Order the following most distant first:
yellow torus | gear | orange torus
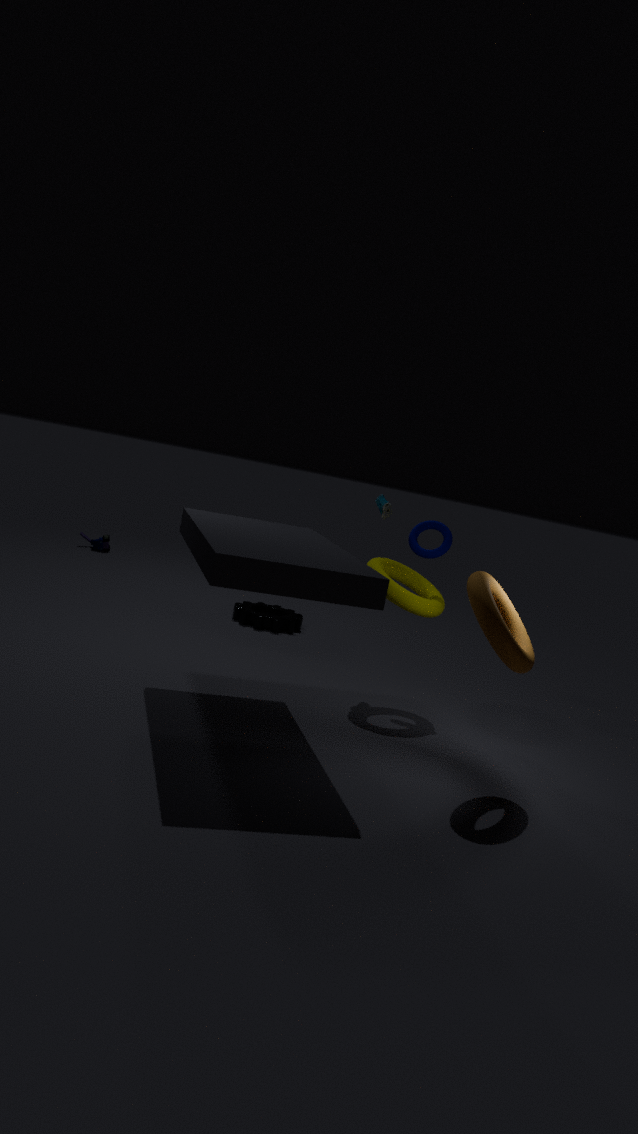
gear < yellow torus < orange torus
